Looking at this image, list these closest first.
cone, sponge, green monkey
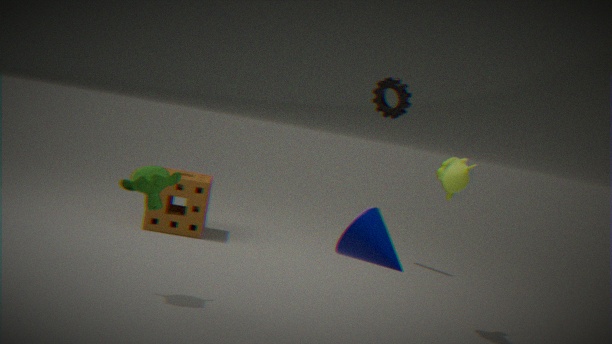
1. cone
2. green monkey
3. sponge
